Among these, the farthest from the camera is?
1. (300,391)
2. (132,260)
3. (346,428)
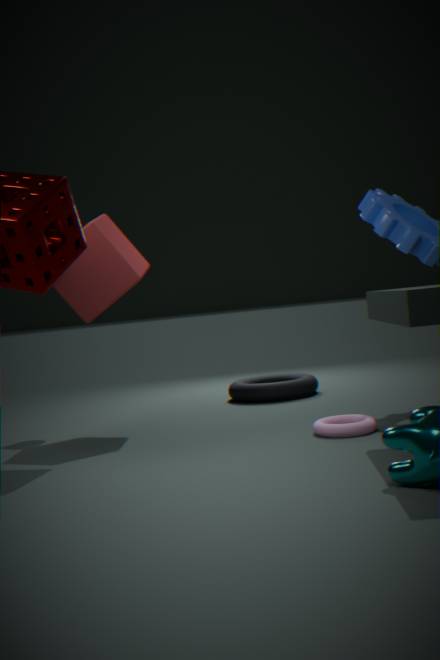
(300,391)
